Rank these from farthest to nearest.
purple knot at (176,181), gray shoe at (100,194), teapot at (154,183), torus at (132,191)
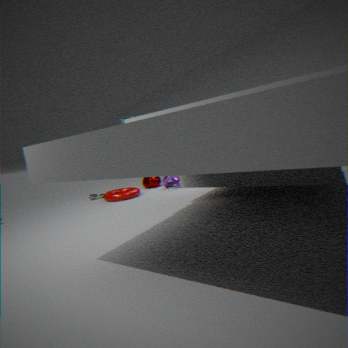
teapot at (154,183), gray shoe at (100,194), purple knot at (176,181), torus at (132,191)
